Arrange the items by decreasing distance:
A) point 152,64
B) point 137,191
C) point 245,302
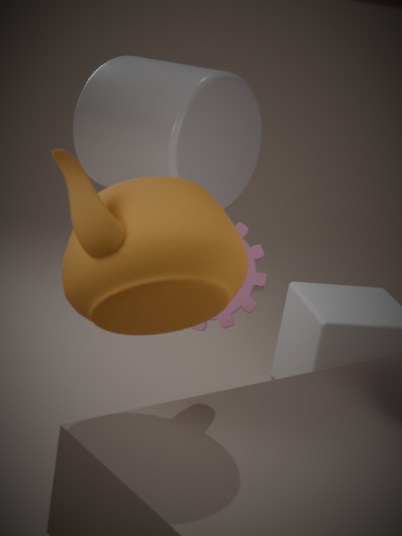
point 152,64 → point 245,302 → point 137,191
